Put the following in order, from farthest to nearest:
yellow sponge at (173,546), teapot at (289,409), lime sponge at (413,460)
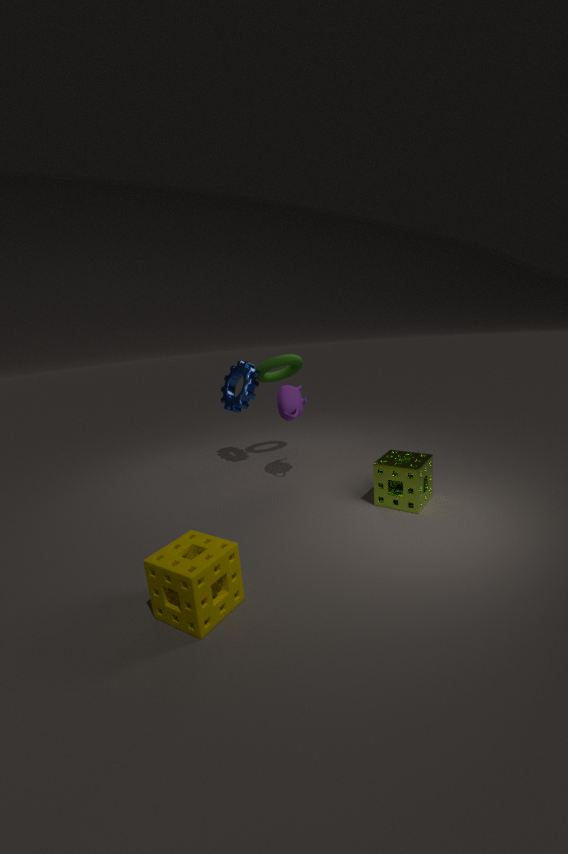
teapot at (289,409) < lime sponge at (413,460) < yellow sponge at (173,546)
